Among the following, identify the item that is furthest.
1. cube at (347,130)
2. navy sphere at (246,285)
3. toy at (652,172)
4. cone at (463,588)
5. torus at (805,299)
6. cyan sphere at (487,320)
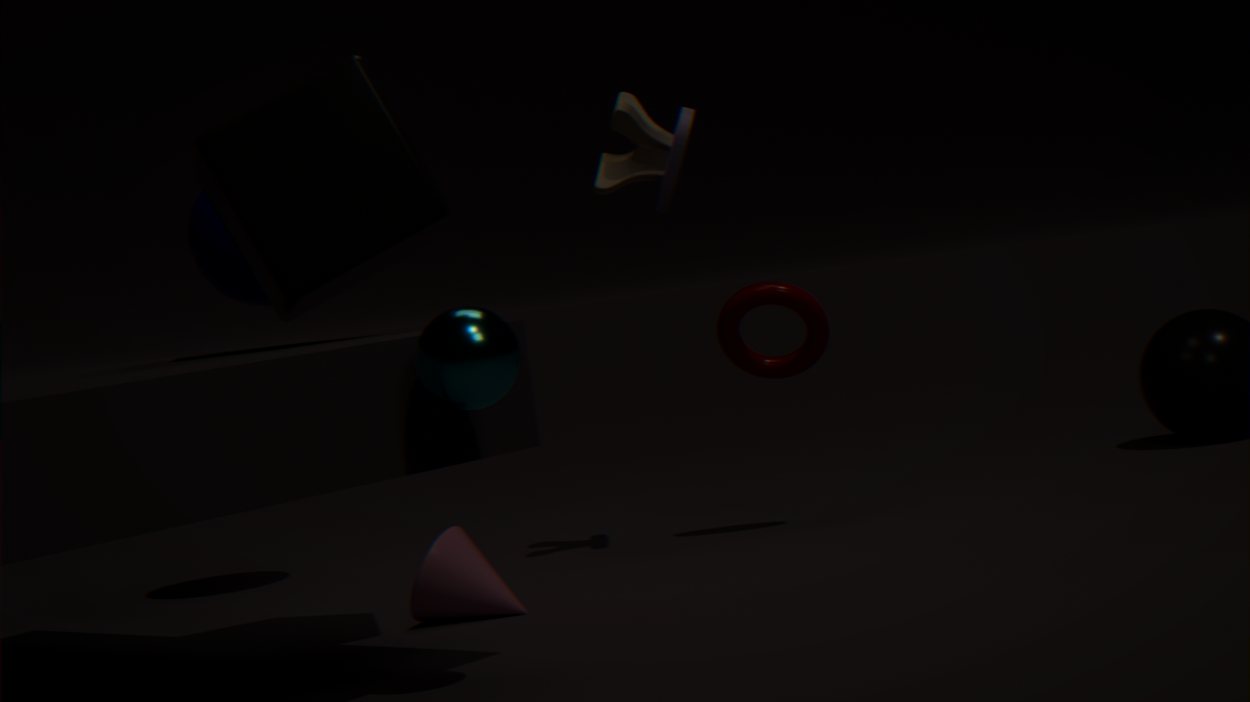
navy sphere at (246,285)
